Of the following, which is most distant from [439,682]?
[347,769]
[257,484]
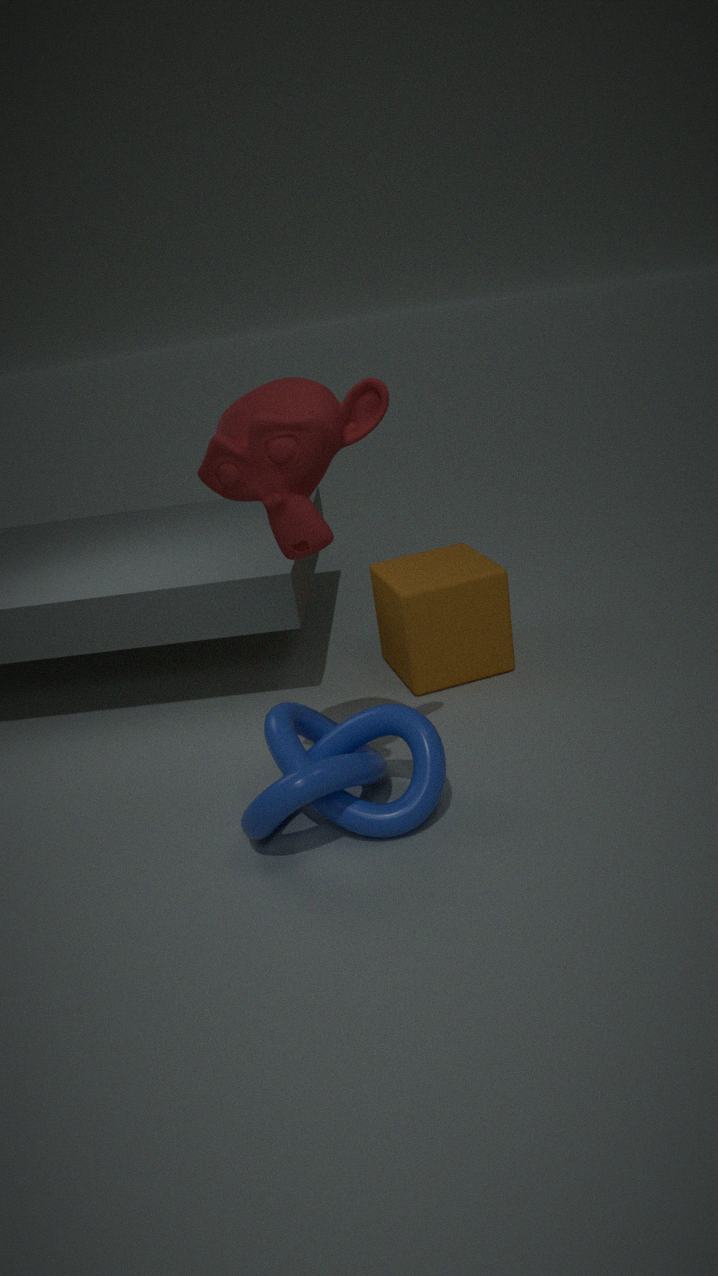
[257,484]
